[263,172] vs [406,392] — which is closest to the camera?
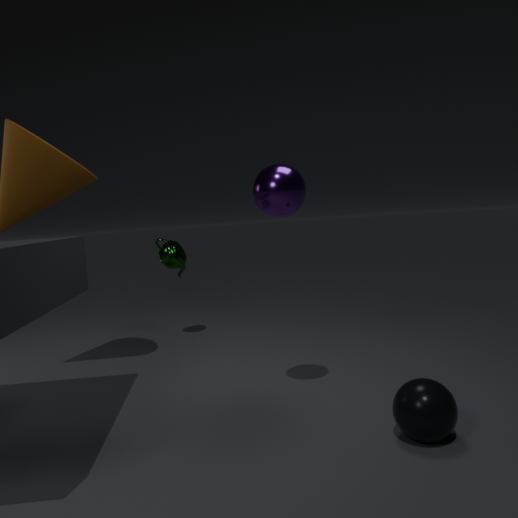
[406,392]
